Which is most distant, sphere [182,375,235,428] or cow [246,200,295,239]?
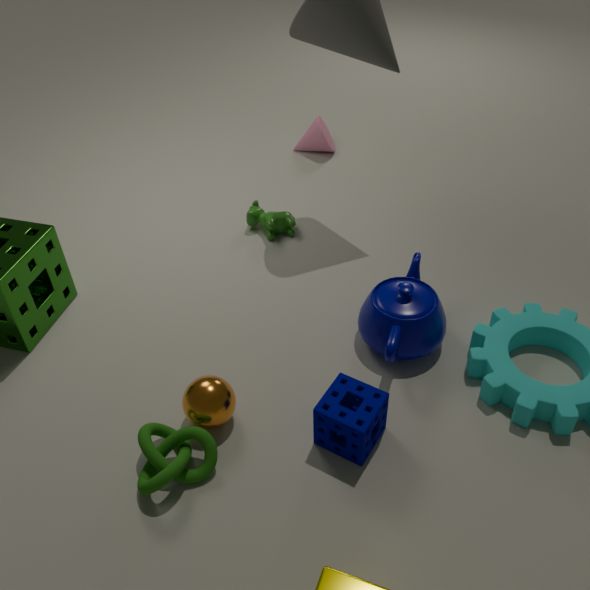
cow [246,200,295,239]
